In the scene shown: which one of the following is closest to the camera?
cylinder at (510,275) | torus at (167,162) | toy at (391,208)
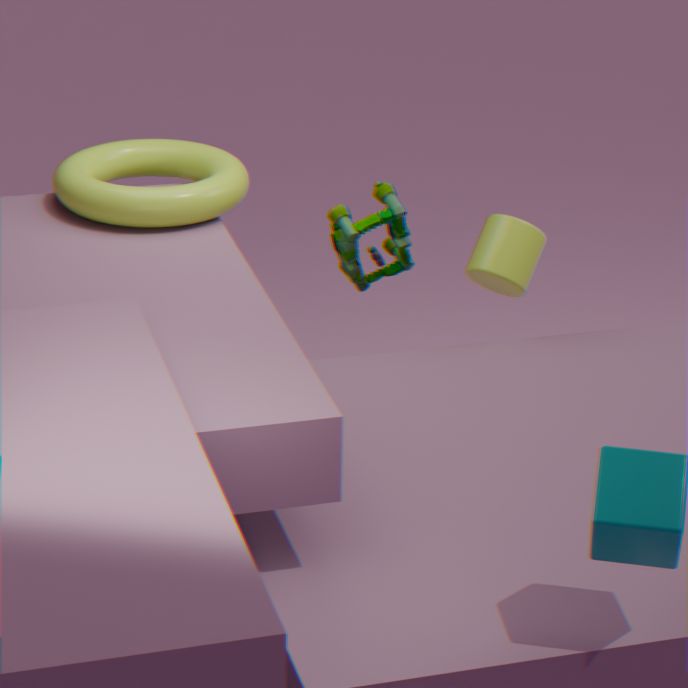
torus at (167,162)
